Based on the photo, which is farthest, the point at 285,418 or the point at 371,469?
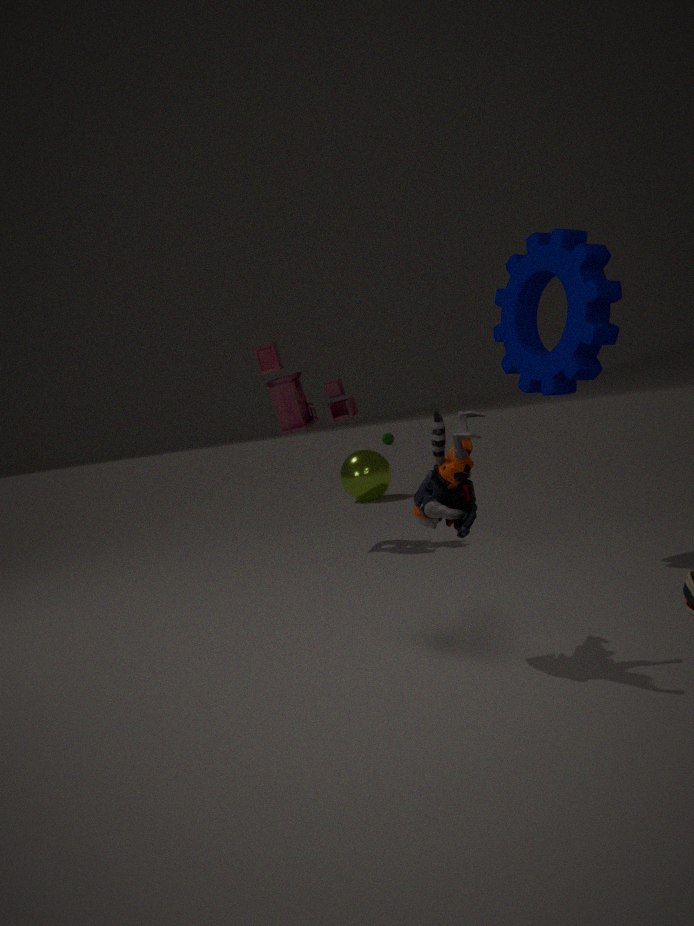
the point at 371,469
